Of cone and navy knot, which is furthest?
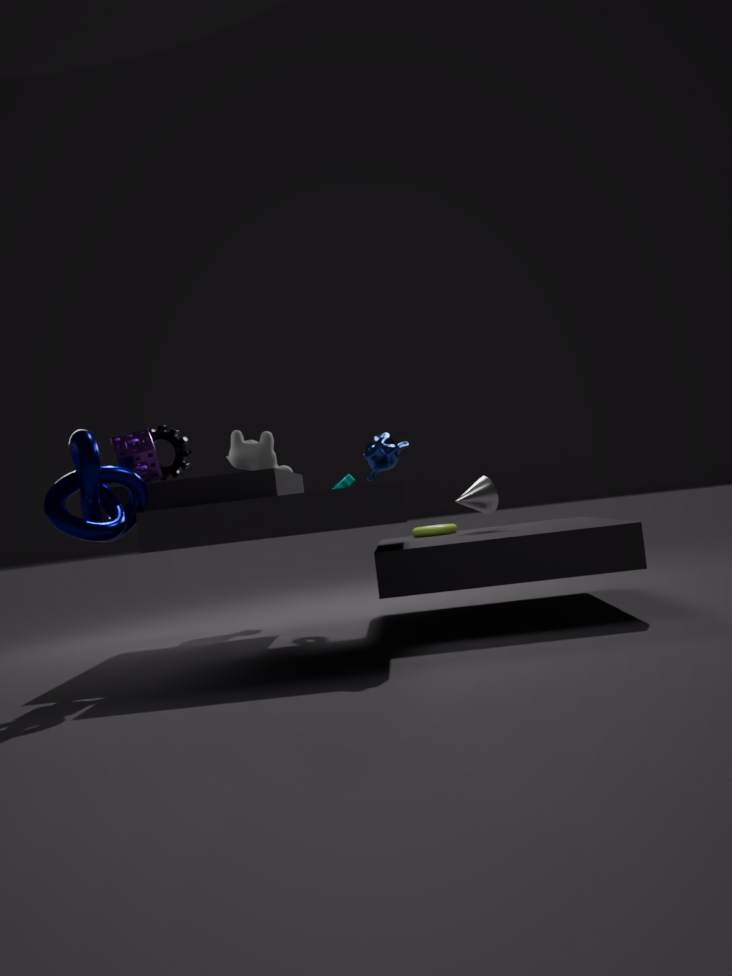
cone
